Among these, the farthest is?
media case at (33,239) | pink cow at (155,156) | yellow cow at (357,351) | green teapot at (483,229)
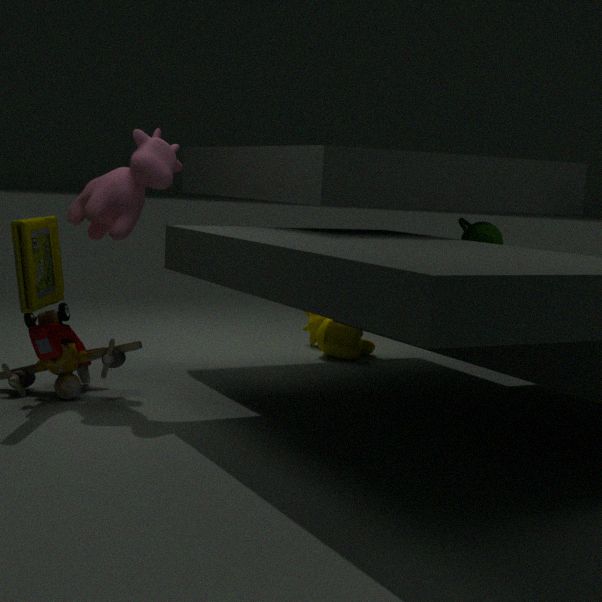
yellow cow at (357,351)
